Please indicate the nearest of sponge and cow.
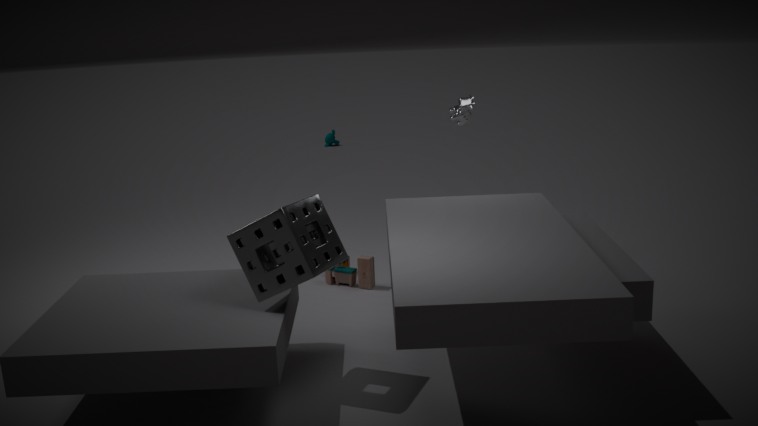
sponge
